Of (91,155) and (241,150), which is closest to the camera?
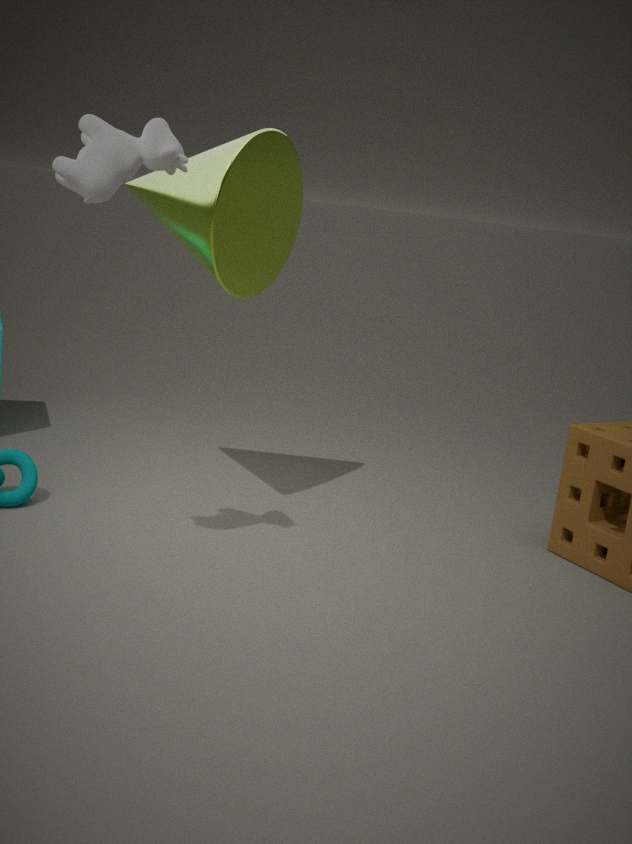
(91,155)
